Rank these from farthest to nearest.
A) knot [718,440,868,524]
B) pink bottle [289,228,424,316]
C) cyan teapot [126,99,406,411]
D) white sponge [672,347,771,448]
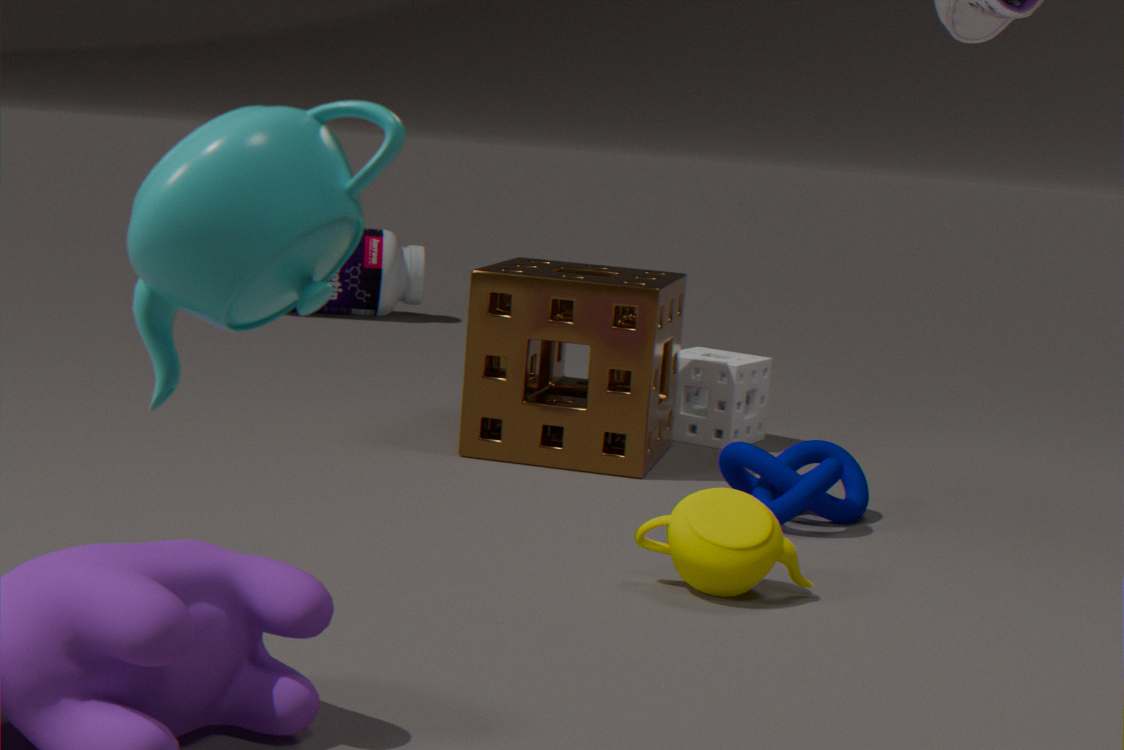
pink bottle [289,228,424,316], white sponge [672,347,771,448], knot [718,440,868,524], cyan teapot [126,99,406,411]
